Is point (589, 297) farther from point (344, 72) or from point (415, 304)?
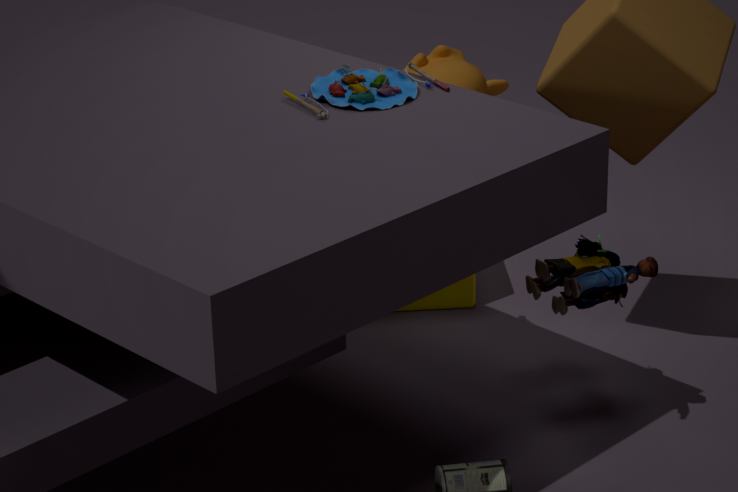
point (415, 304)
